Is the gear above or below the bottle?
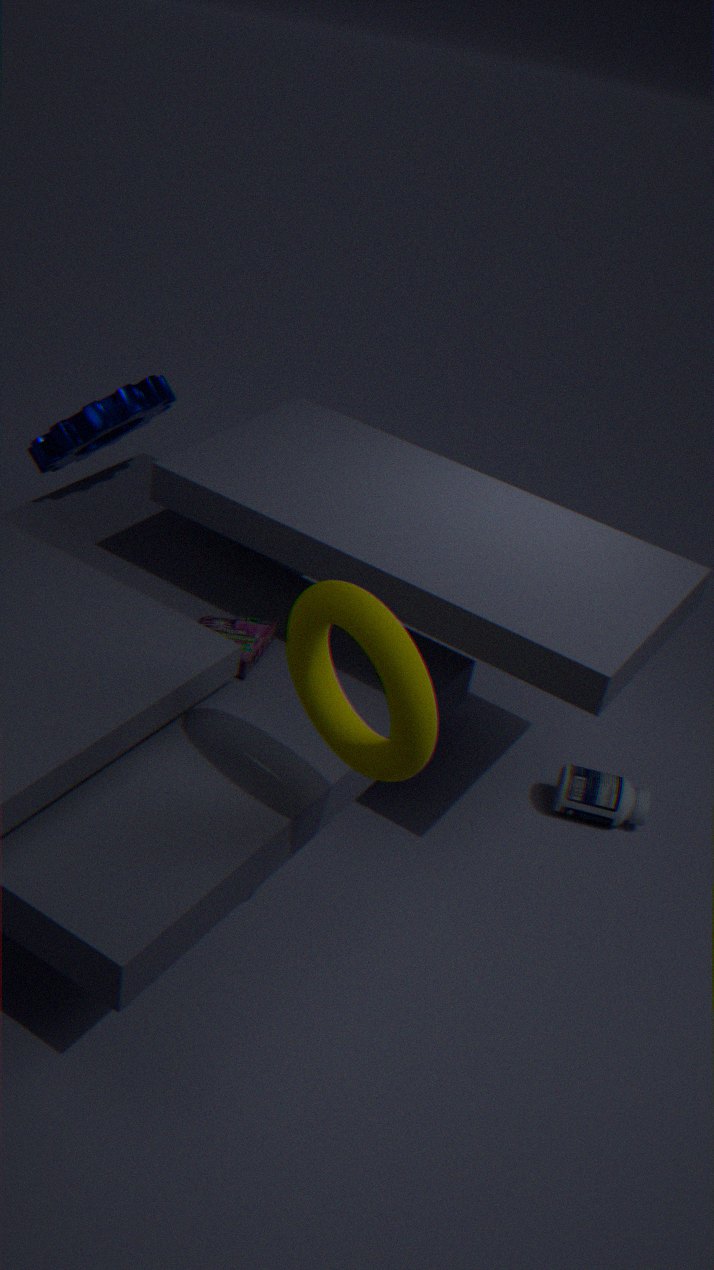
above
